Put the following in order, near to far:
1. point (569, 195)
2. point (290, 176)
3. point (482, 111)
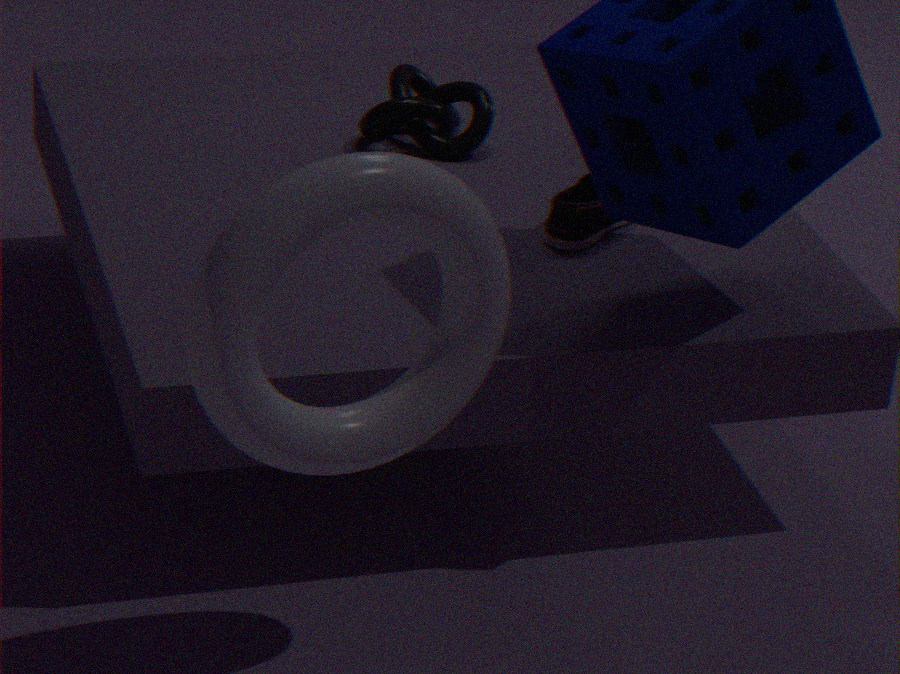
point (290, 176) → point (569, 195) → point (482, 111)
